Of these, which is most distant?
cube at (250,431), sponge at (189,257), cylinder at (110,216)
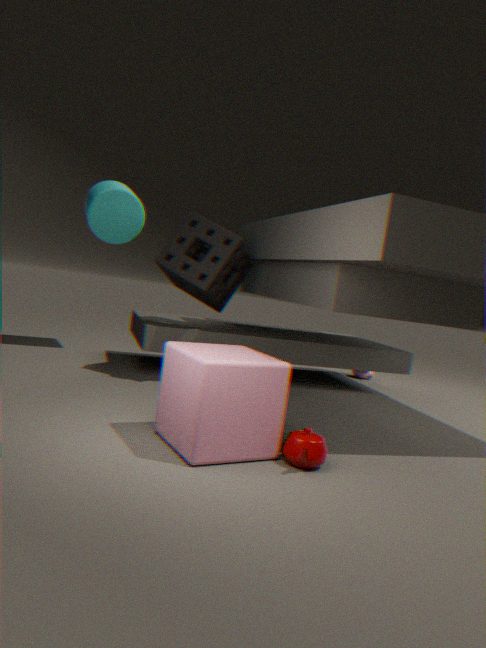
cylinder at (110,216)
